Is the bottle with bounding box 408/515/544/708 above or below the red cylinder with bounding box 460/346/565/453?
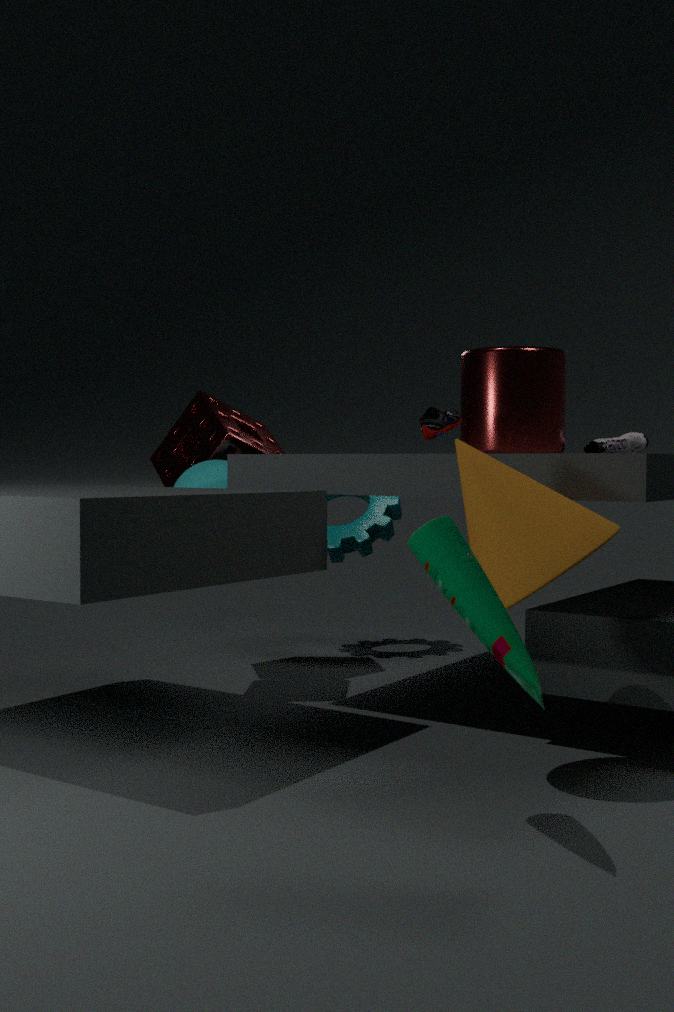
below
